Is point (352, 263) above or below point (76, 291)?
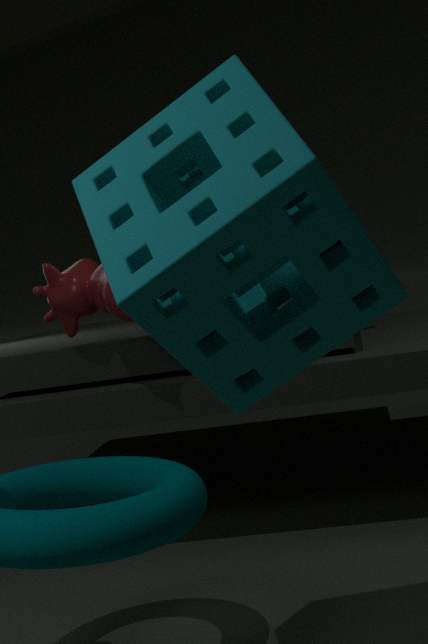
above
